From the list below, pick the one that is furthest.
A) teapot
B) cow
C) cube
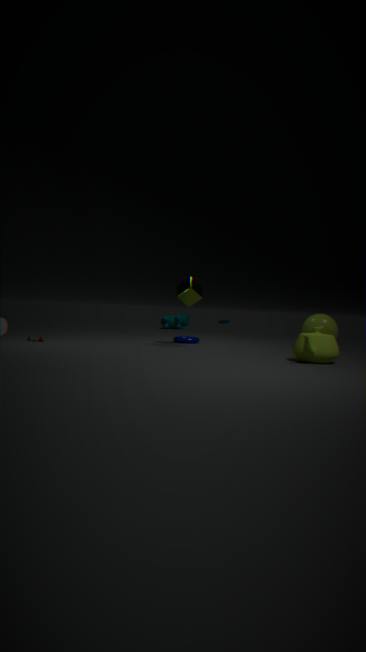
cow
